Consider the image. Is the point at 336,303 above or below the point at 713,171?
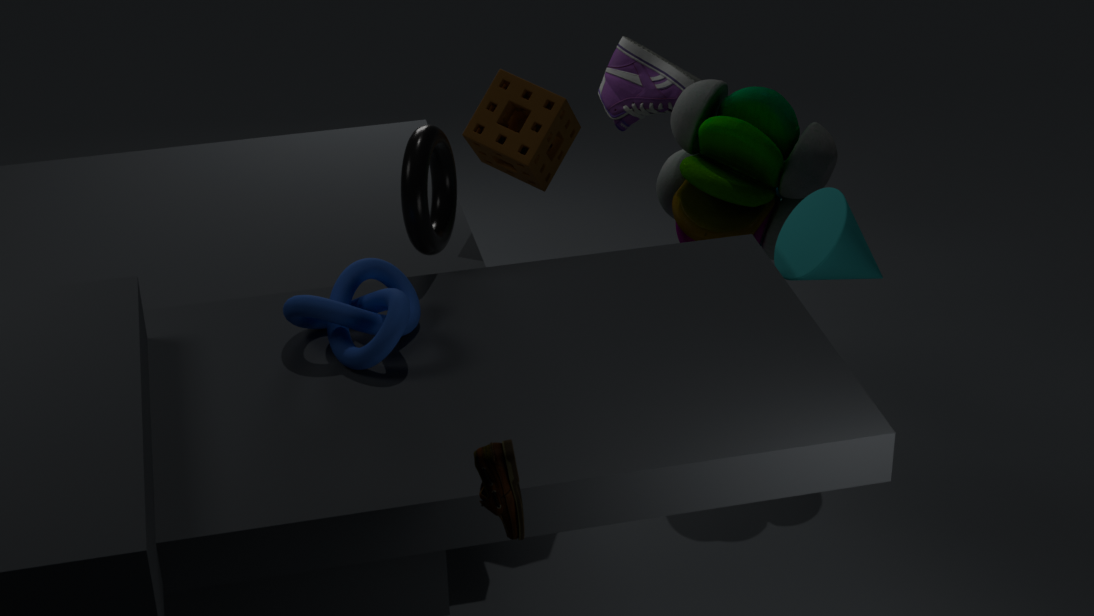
above
